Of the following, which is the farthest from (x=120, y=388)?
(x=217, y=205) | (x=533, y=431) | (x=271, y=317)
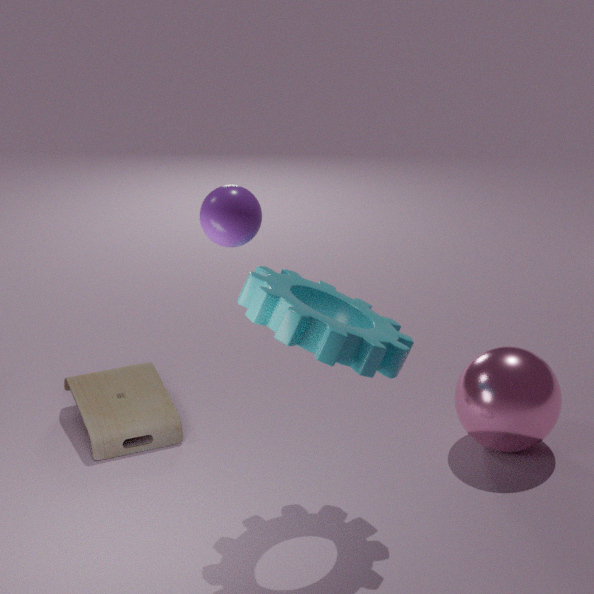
(x=533, y=431)
